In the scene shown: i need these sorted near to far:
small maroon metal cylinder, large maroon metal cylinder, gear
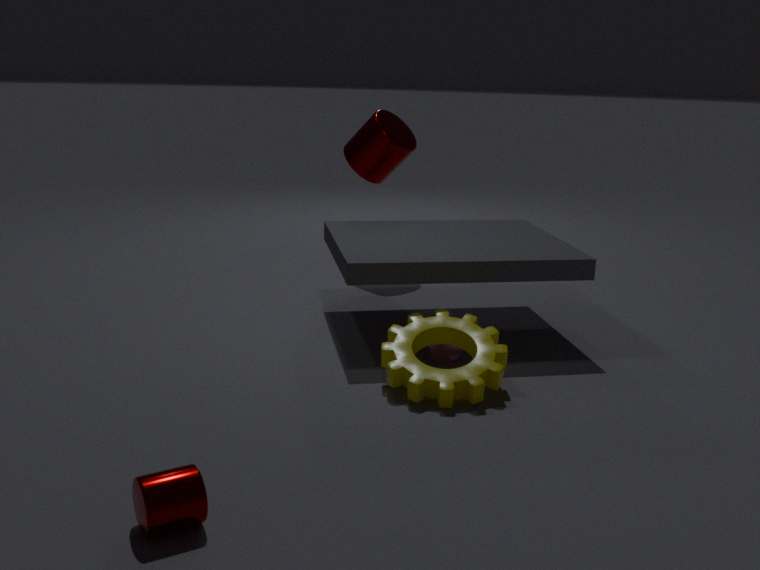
1. small maroon metal cylinder
2. gear
3. large maroon metal cylinder
